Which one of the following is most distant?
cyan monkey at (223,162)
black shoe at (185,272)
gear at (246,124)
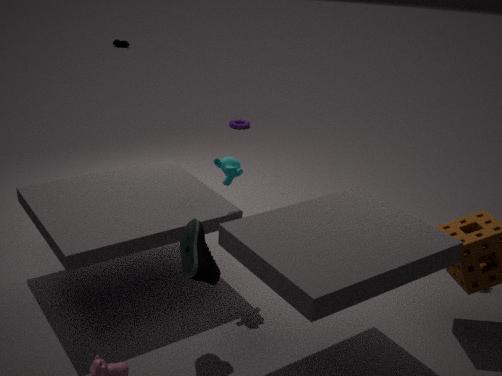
gear at (246,124)
